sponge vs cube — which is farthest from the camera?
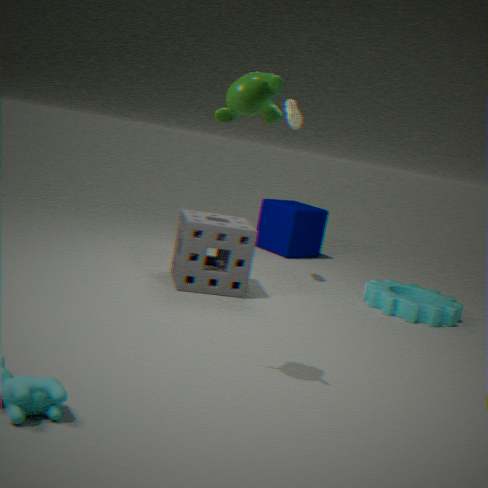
cube
